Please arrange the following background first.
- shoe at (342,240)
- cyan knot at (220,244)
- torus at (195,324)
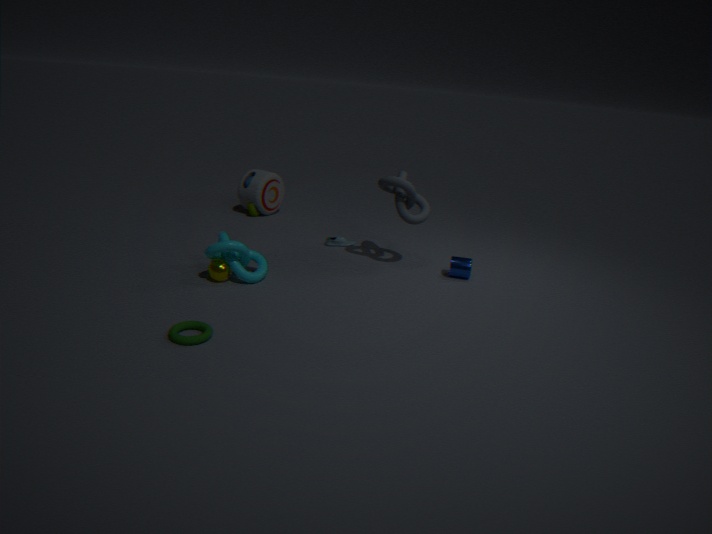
1. shoe at (342,240)
2. cyan knot at (220,244)
3. torus at (195,324)
